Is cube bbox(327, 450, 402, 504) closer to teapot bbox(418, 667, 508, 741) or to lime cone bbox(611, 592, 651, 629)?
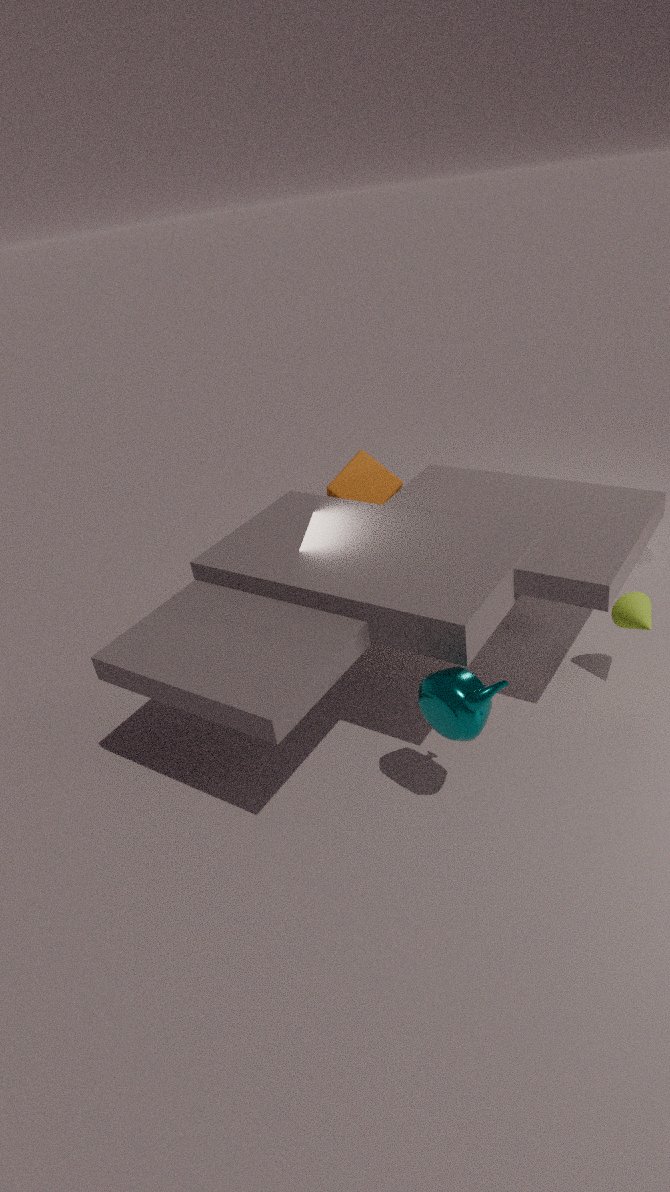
lime cone bbox(611, 592, 651, 629)
